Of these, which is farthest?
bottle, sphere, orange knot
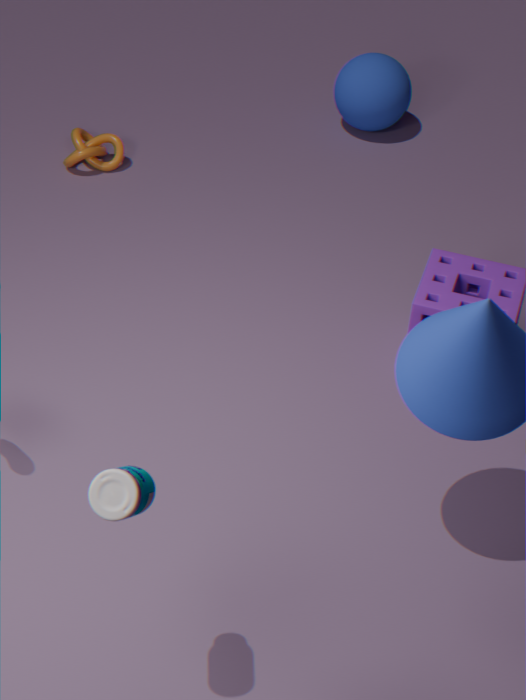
sphere
